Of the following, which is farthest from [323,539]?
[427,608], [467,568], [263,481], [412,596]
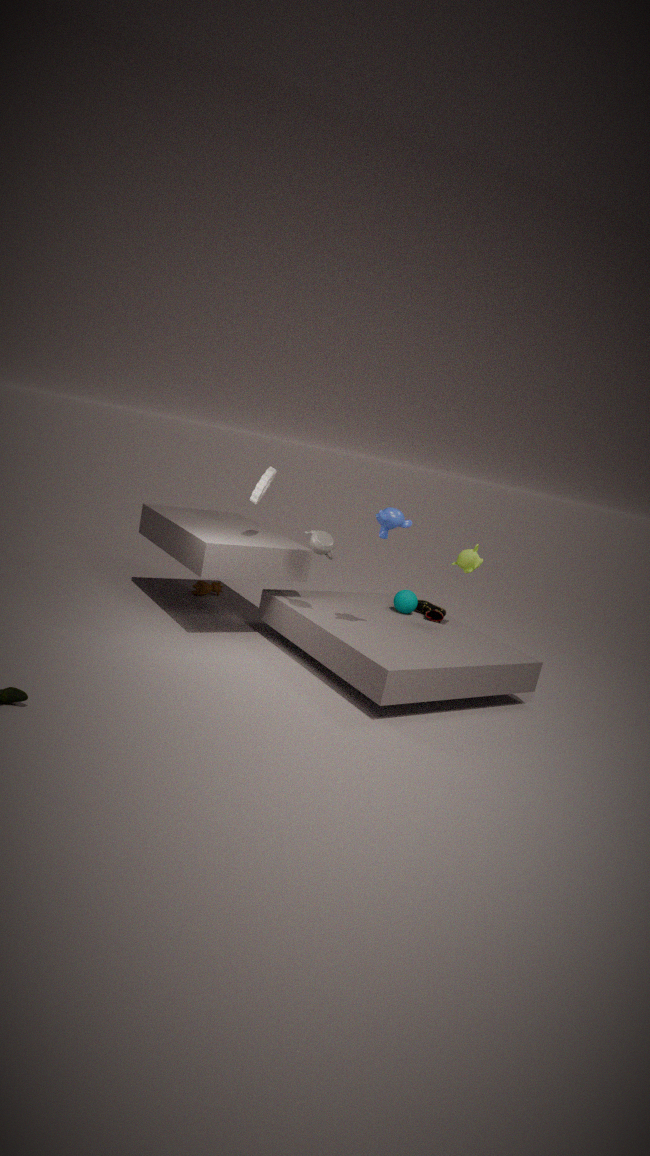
[427,608]
